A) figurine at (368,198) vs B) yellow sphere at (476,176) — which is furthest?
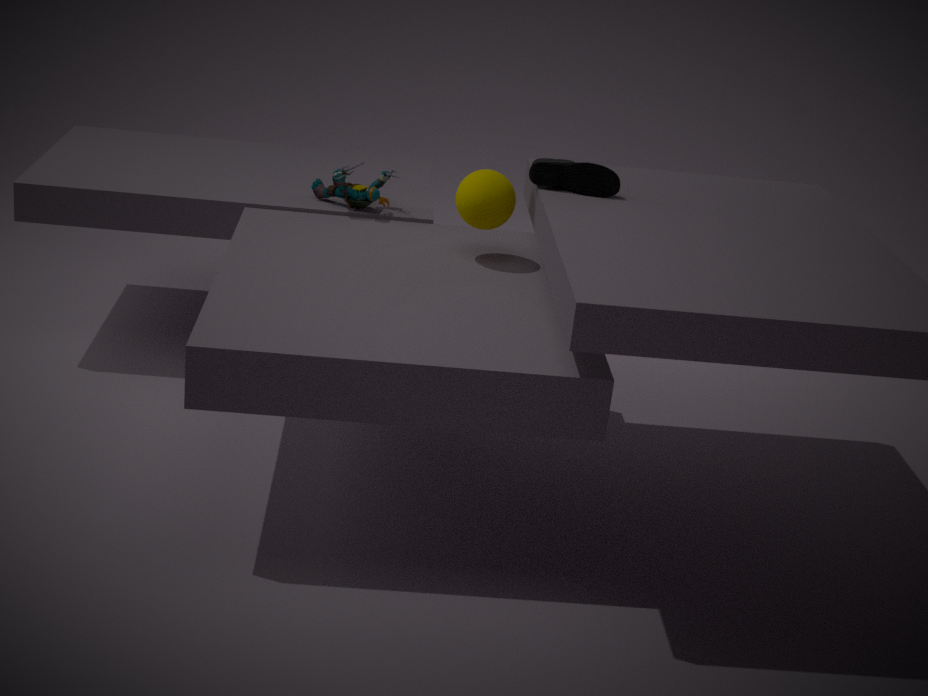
A. figurine at (368,198)
